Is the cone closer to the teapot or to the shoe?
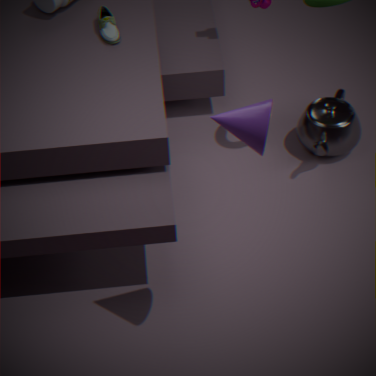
the teapot
